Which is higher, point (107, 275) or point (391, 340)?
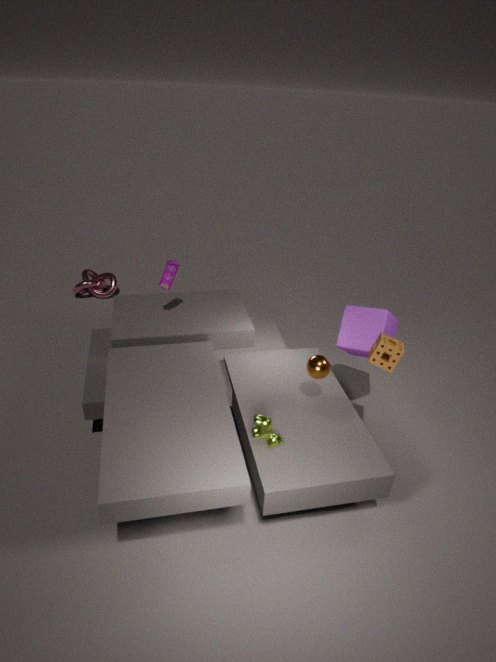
point (391, 340)
